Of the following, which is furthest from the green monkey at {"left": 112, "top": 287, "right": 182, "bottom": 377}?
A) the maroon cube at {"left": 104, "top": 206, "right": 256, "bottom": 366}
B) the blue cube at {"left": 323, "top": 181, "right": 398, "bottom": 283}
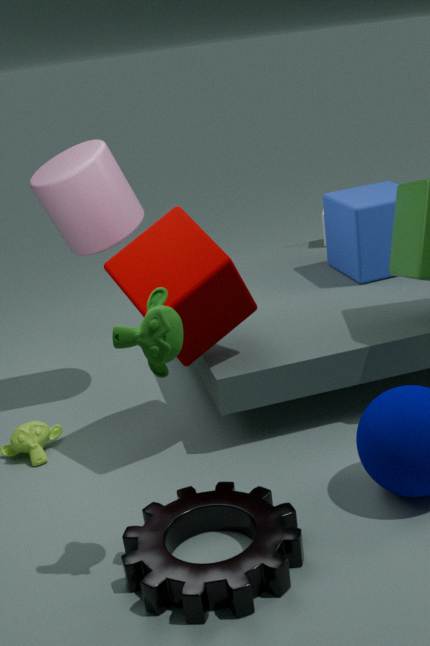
the blue cube at {"left": 323, "top": 181, "right": 398, "bottom": 283}
